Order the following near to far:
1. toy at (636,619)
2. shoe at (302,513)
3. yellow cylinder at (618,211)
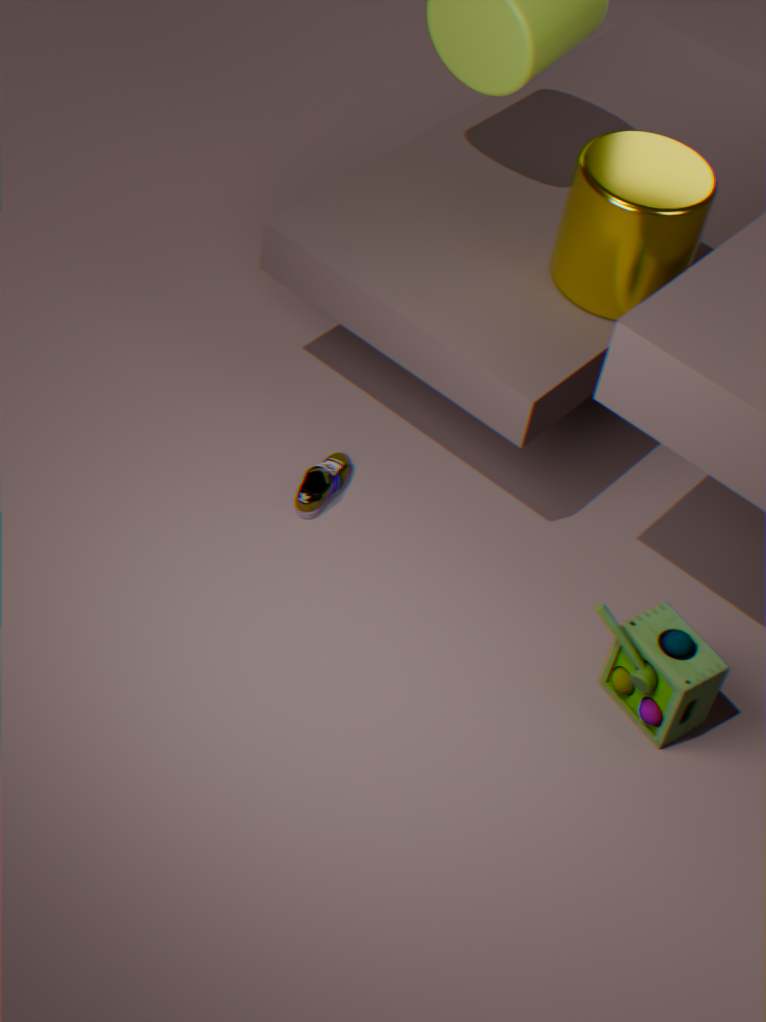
toy at (636,619)
yellow cylinder at (618,211)
shoe at (302,513)
